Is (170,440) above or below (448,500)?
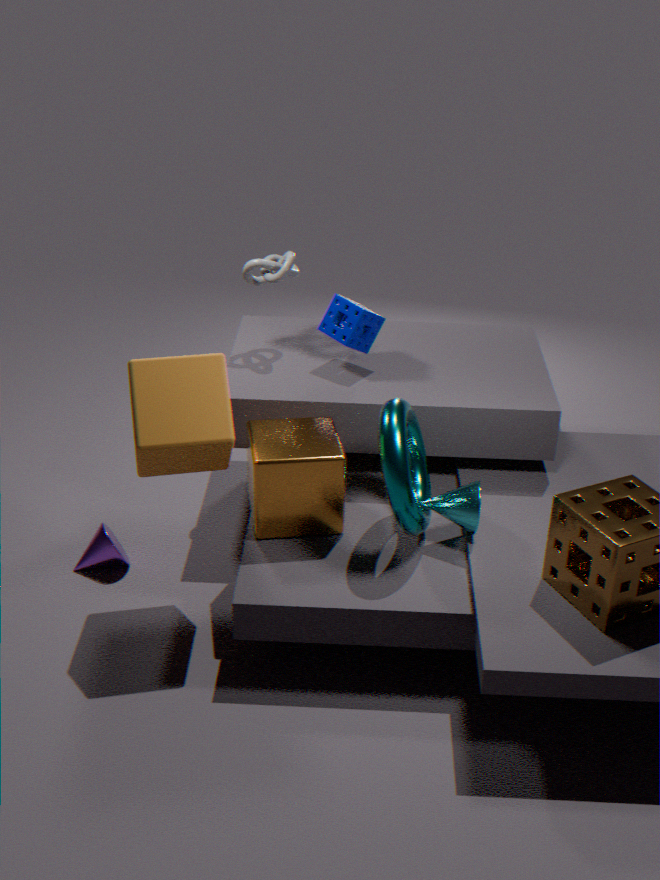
above
